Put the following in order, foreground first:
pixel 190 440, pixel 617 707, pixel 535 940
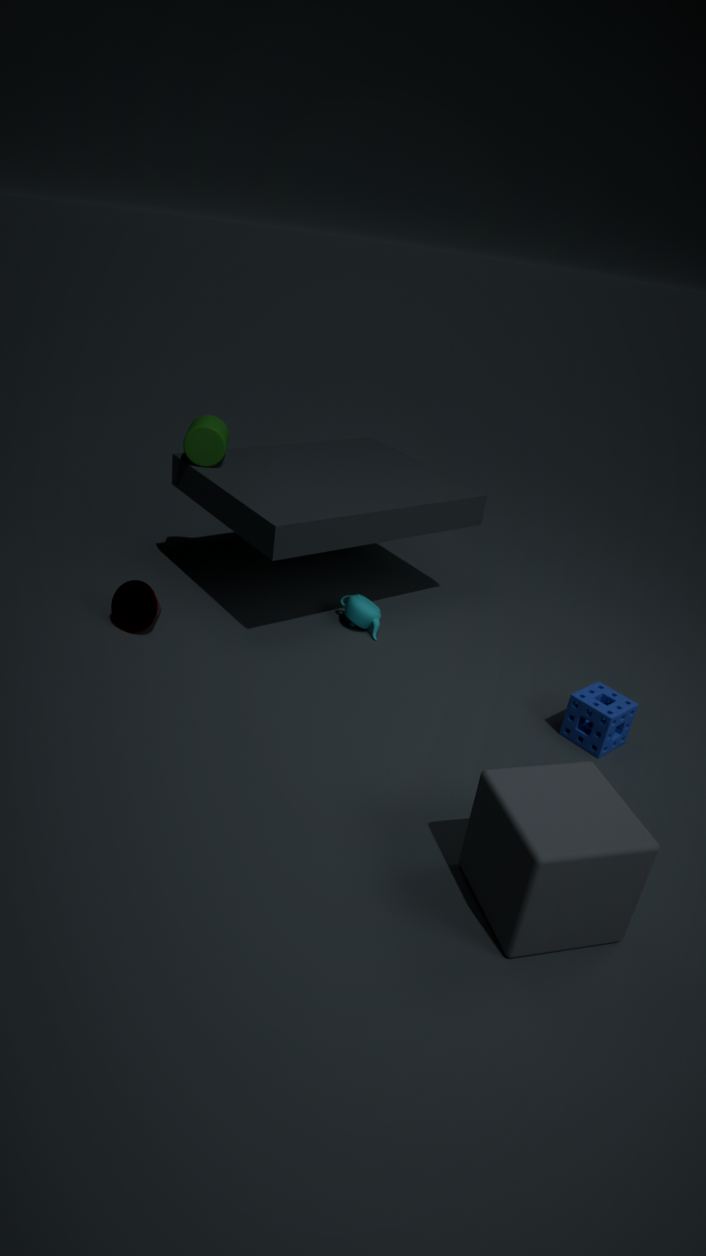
pixel 535 940, pixel 617 707, pixel 190 440
